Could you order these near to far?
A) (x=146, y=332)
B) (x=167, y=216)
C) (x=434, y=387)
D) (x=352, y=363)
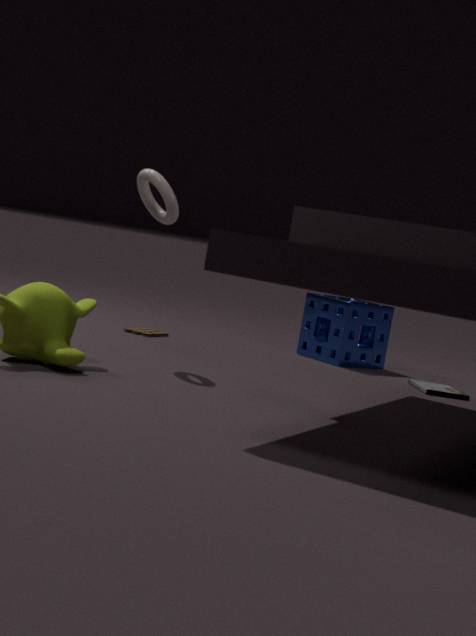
(x=167, y=216) < (x=434, y=387) < (x=146, y=332) < (x=352, y=363)
